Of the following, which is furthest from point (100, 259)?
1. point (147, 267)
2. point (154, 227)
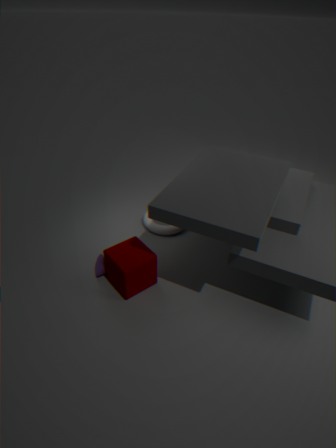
point (154, 227)
